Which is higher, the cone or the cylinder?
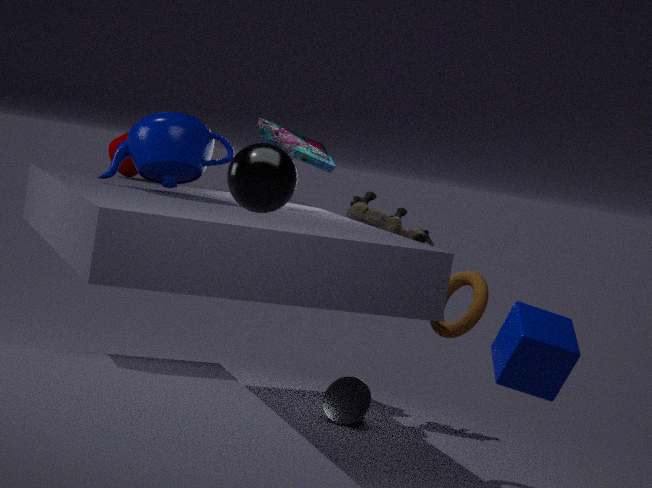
the cylinder
